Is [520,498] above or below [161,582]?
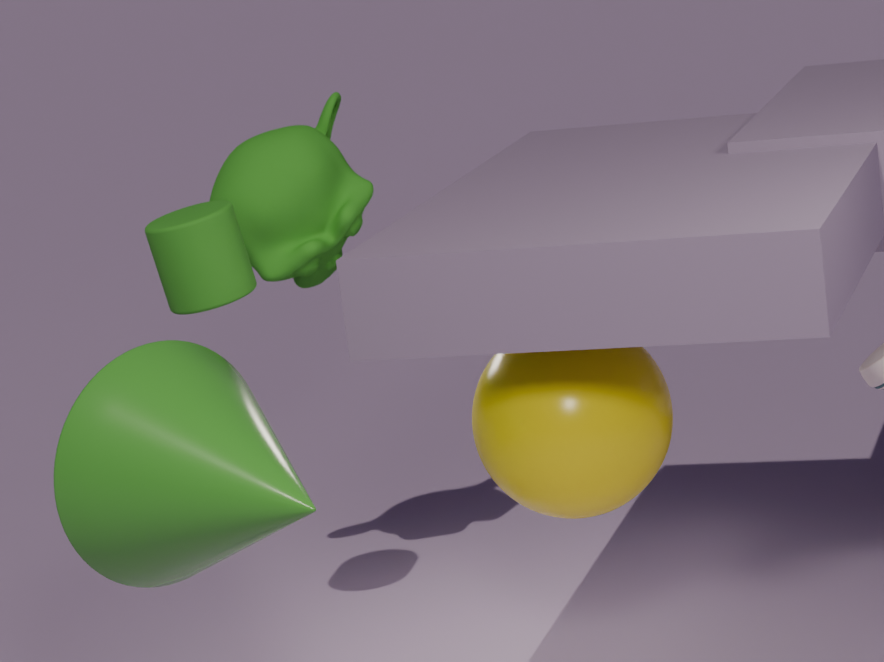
below
